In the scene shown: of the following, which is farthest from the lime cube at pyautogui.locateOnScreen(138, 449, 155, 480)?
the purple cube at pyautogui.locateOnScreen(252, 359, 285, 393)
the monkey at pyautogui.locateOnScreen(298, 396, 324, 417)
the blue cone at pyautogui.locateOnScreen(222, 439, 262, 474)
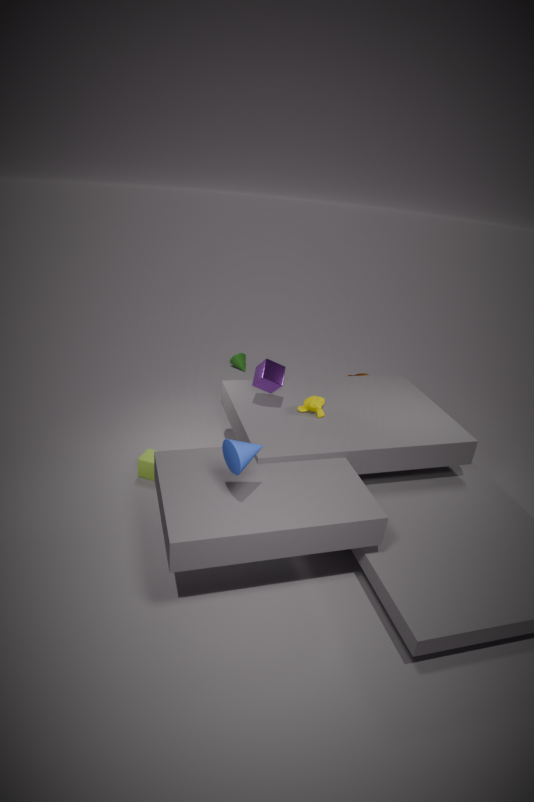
the blue cone at pyautogui.locateOnScreen(222, 439, 262, 474)
